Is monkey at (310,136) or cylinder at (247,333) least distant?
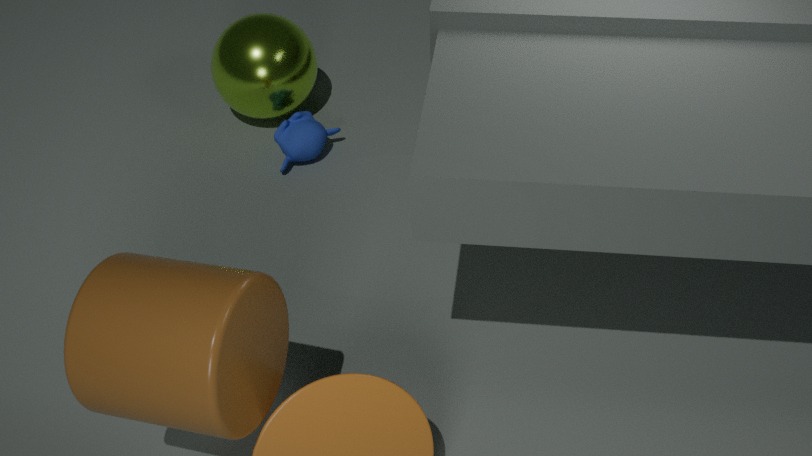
cylinder at (247,333)
